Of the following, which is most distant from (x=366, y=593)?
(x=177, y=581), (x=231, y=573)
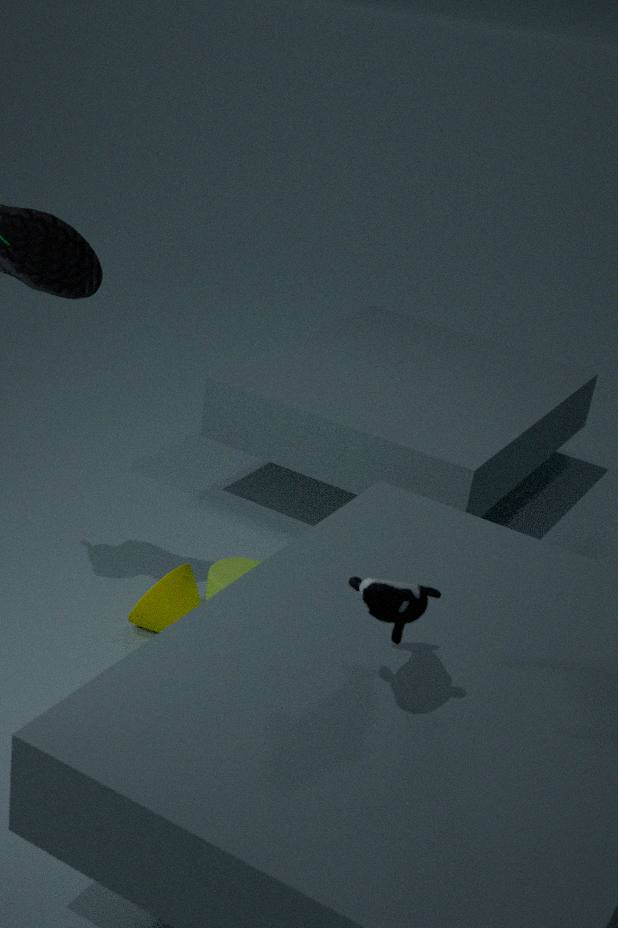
(x=177, y=581)
